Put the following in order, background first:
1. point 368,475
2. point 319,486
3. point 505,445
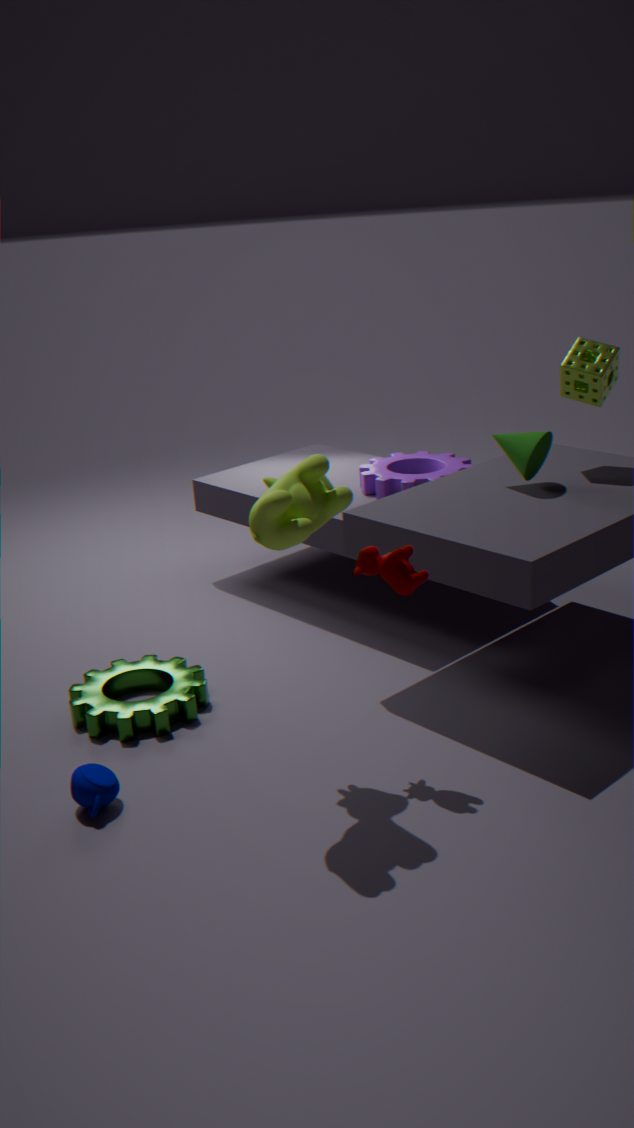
point 368,475, point 505,445, point 319,486
